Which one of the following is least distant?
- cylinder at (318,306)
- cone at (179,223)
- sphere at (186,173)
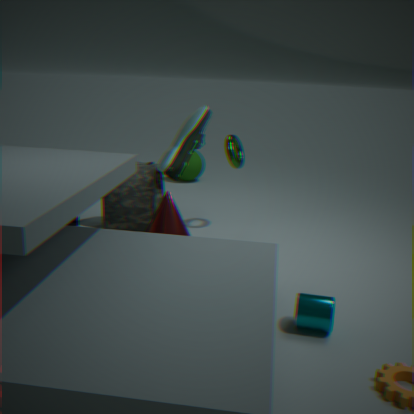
cylinder at (318,306)
